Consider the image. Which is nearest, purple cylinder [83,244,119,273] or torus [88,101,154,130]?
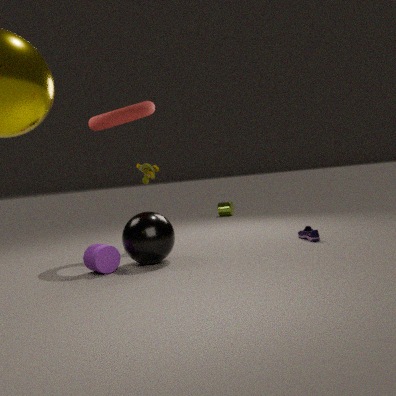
purple cylinder [83,244,119,273]
